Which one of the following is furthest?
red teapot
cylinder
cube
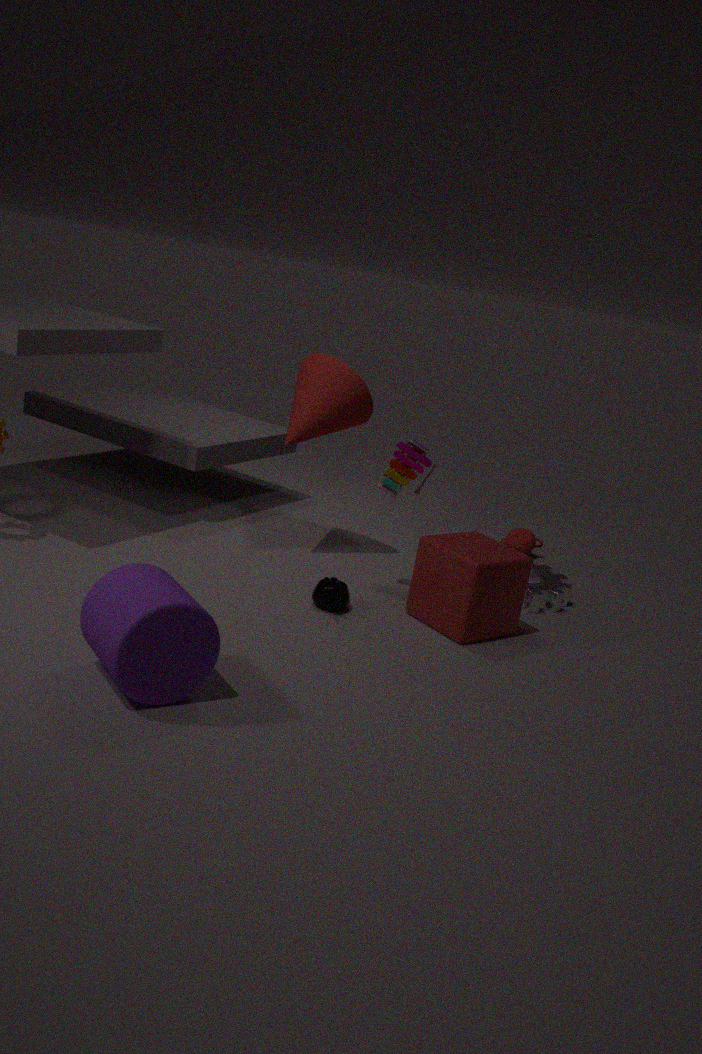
red teapot
